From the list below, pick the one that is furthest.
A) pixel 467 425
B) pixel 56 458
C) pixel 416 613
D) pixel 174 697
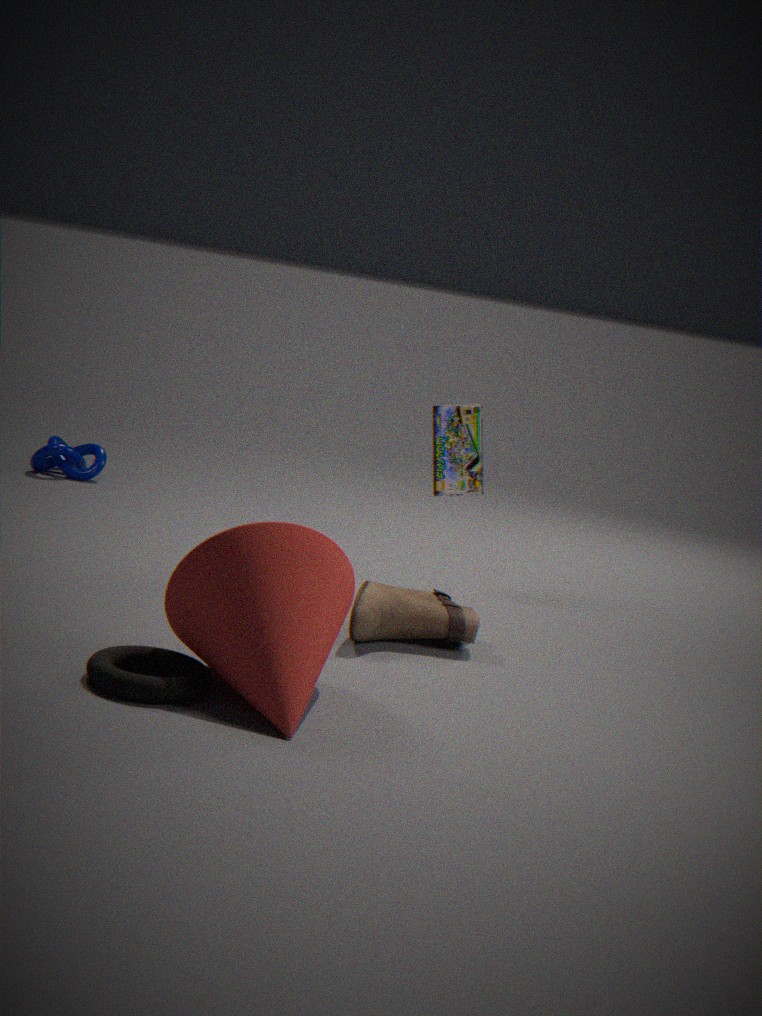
pixel 56 458
